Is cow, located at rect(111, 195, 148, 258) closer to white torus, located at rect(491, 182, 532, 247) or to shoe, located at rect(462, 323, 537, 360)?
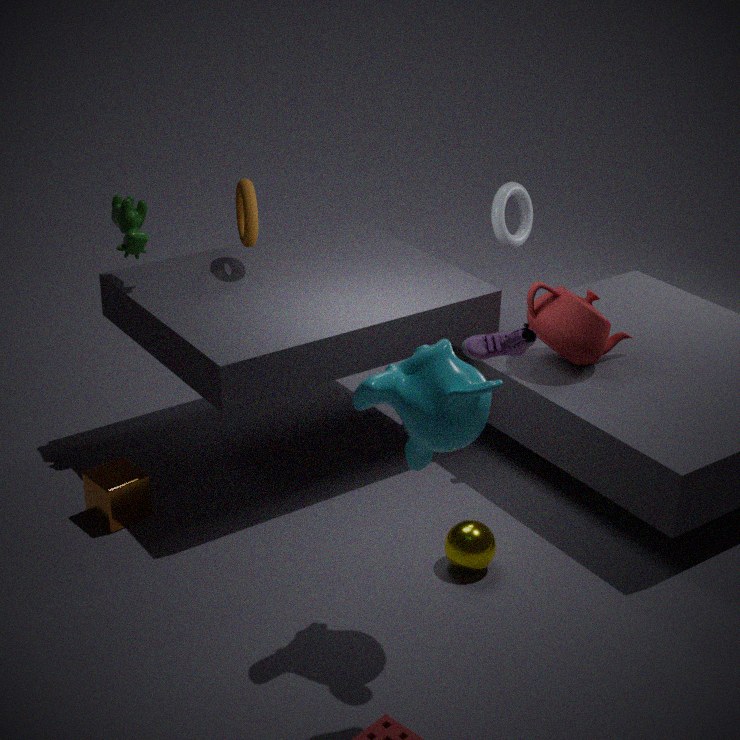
white torus, located at rect(491, 182, 532, 247)
